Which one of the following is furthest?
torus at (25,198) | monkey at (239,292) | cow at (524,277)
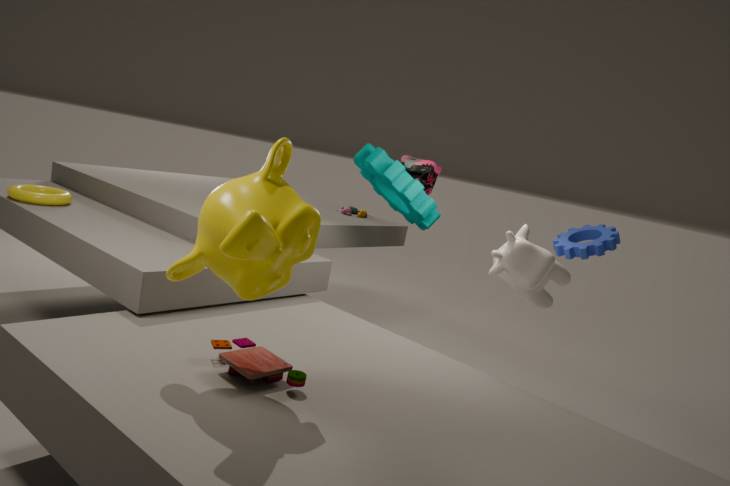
torus at (25,198)
